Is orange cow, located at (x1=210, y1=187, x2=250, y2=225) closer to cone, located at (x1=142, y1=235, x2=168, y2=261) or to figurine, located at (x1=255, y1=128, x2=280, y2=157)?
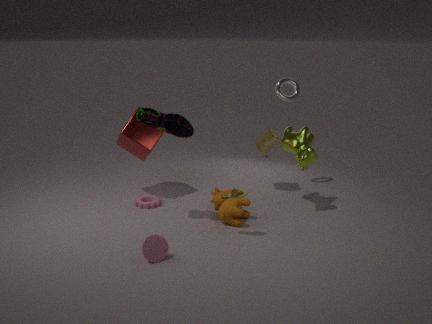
figurine, located at (x1=255, y1=128, x2=280, y2=157)
